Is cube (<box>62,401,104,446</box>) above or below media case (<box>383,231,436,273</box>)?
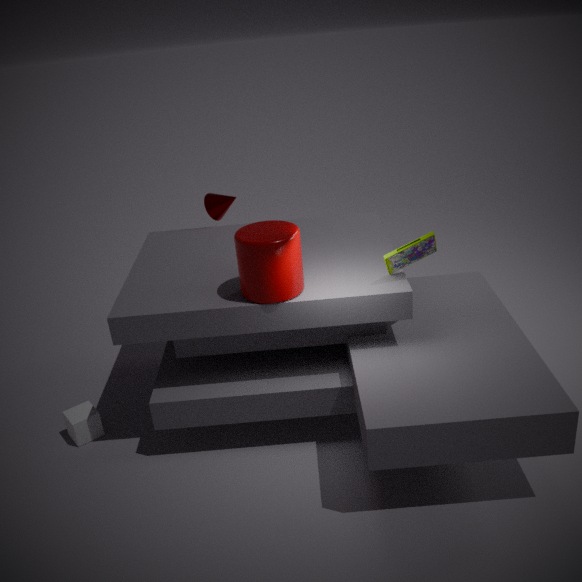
below
